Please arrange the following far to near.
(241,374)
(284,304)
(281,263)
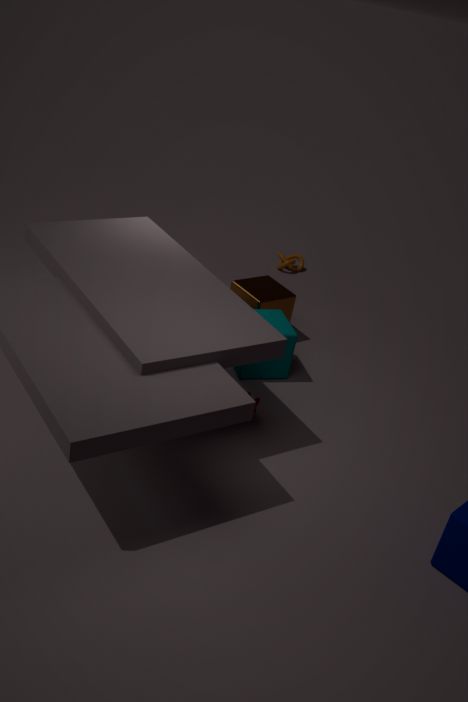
(281,263) → (284,304) → (241,374)
